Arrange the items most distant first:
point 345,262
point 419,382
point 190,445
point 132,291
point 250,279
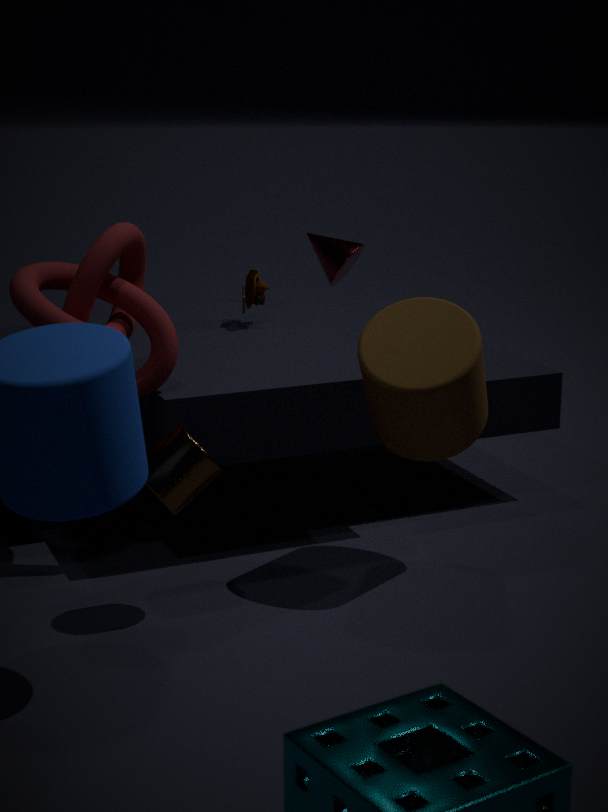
point 345,262 → point 250,279 → point 132,291 → point 419,382 → point 190,445
